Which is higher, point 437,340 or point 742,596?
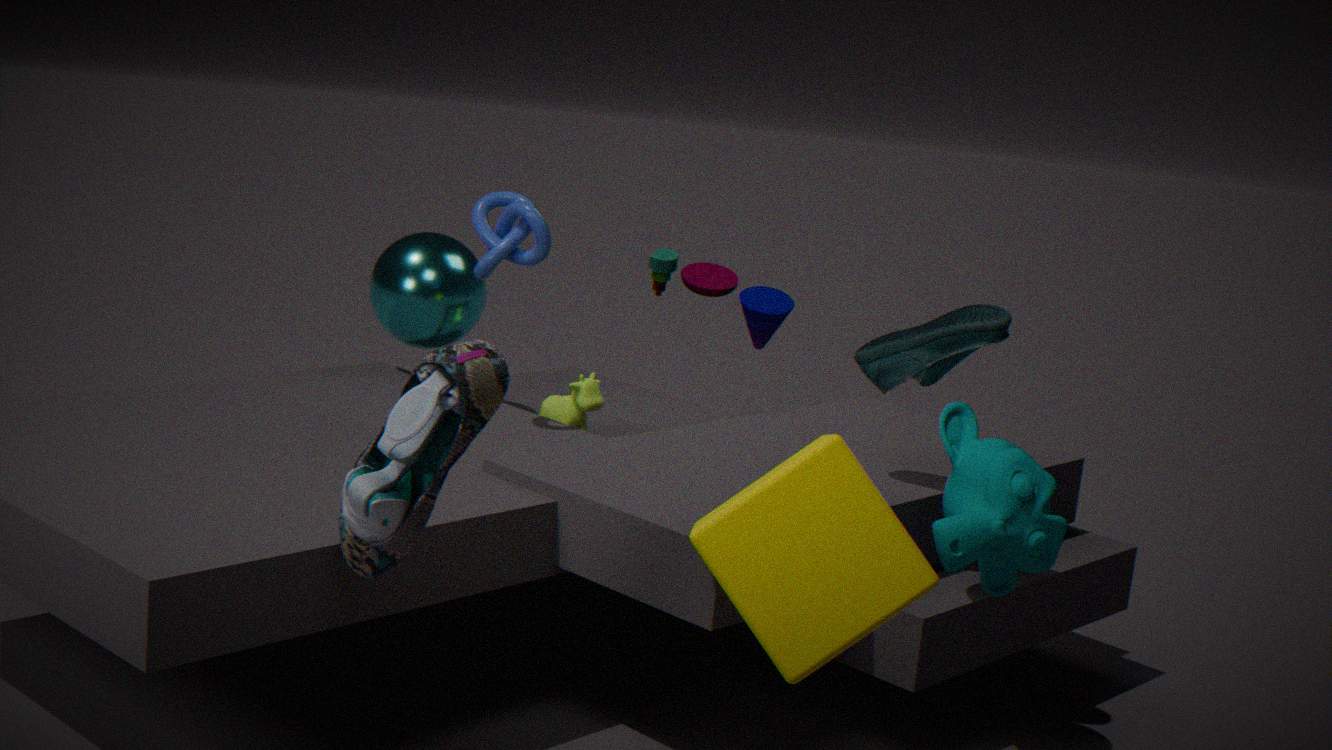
point 437,340
